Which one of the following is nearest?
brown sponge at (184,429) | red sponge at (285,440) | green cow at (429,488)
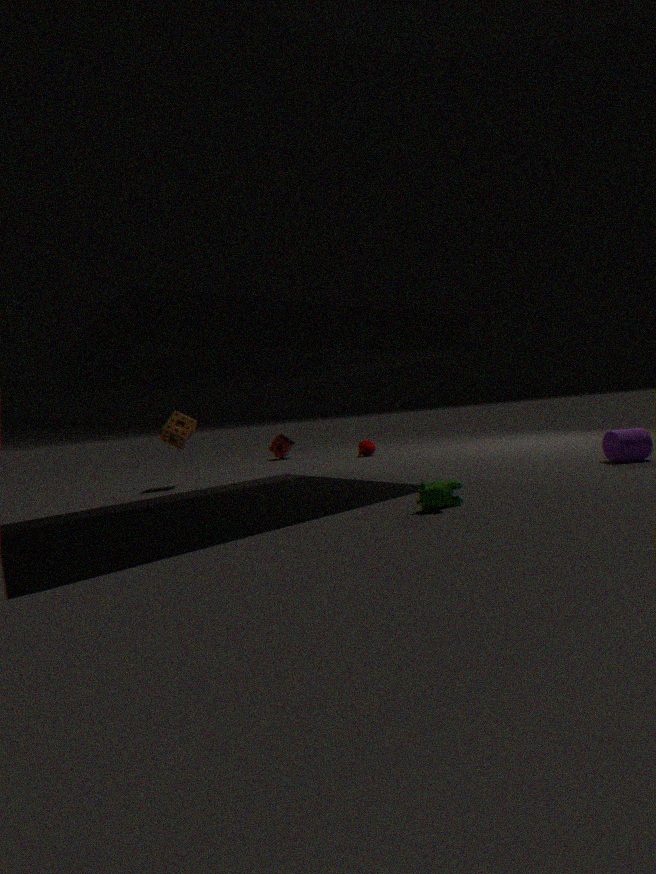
green cow at (429,488)
